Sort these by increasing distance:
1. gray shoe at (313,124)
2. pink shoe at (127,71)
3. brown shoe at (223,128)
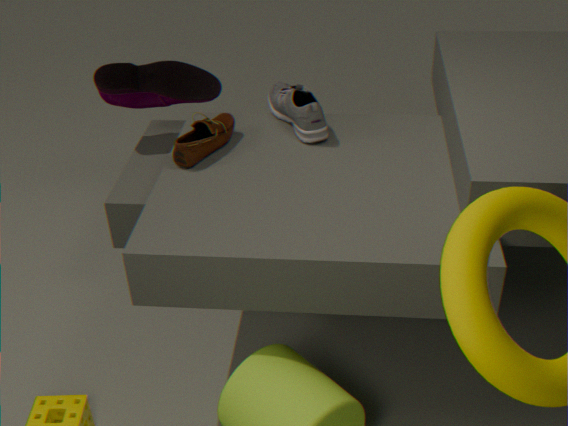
brown shoe at (223,128), gray shoe at (313,124), pink shoe at (127,71)
